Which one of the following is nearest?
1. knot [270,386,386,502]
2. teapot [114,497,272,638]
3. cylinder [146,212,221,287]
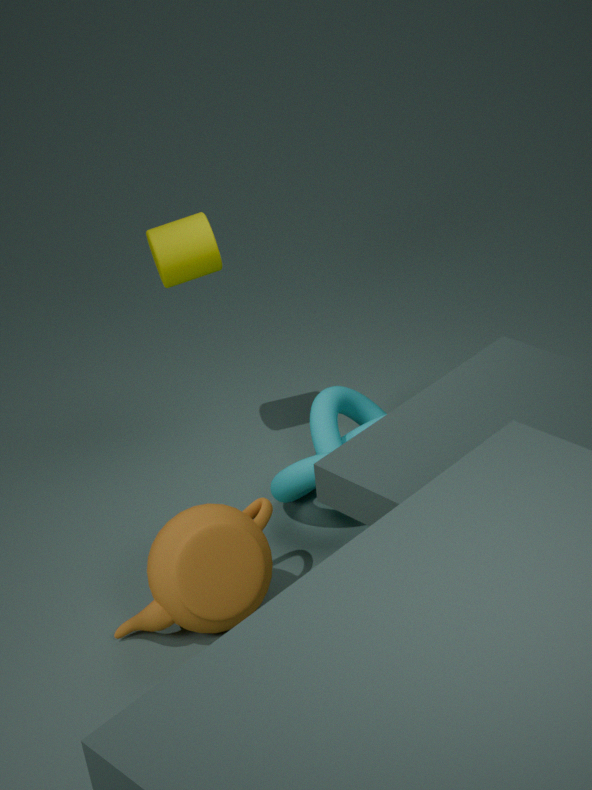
teapot [114,497,272,638]
